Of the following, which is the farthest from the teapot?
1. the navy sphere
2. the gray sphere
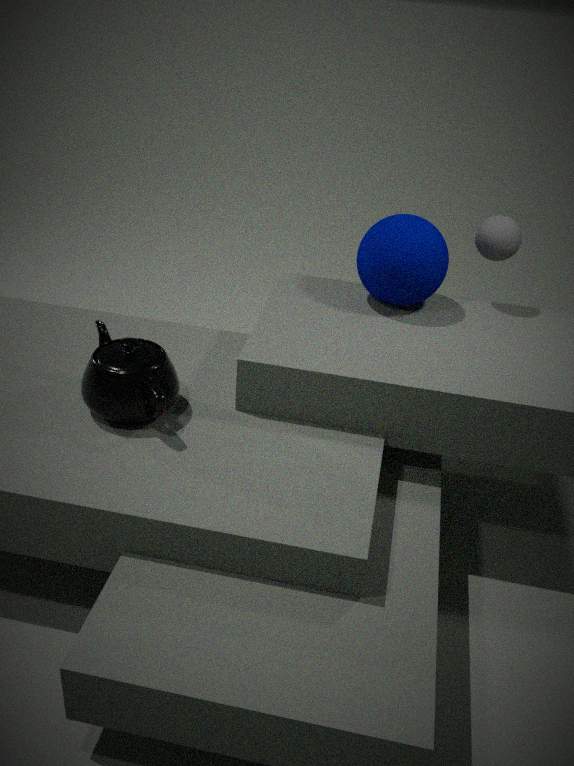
the gray sphere
